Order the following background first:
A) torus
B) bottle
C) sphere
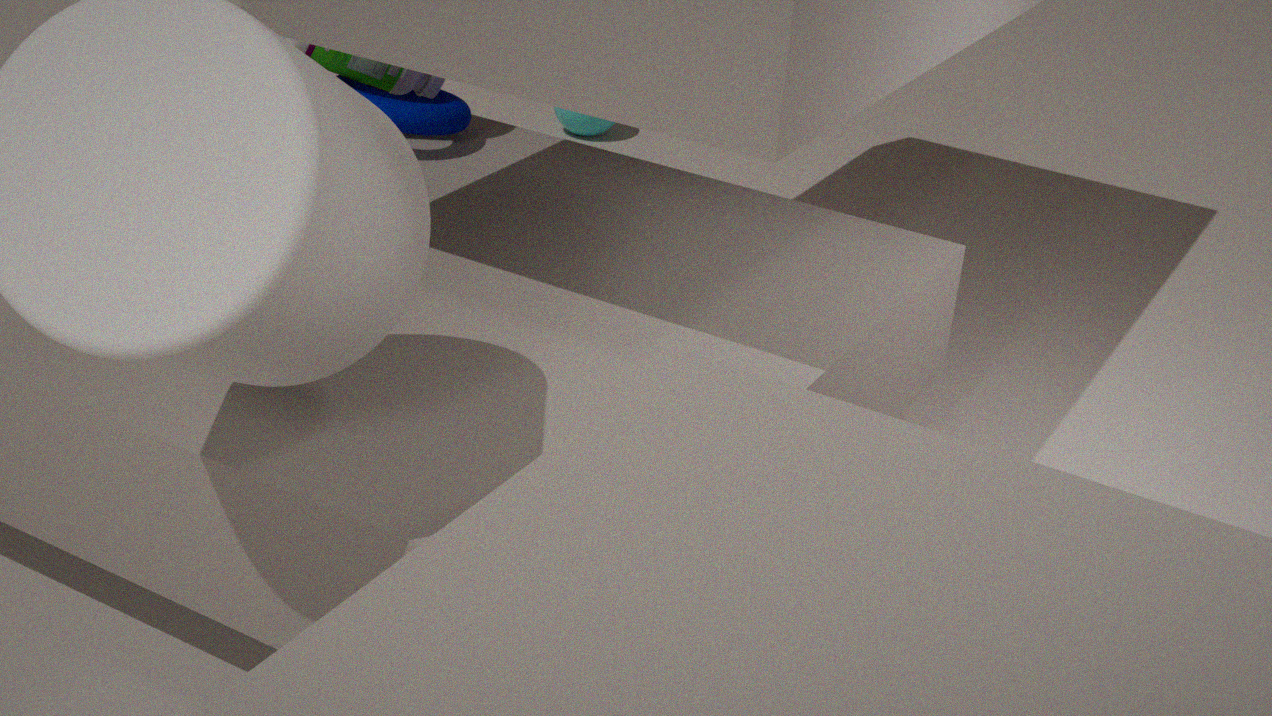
sphere → bottle → torus
